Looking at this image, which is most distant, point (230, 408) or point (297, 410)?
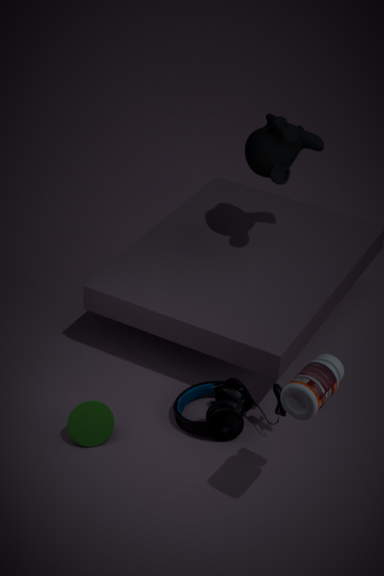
point (230, 408)
